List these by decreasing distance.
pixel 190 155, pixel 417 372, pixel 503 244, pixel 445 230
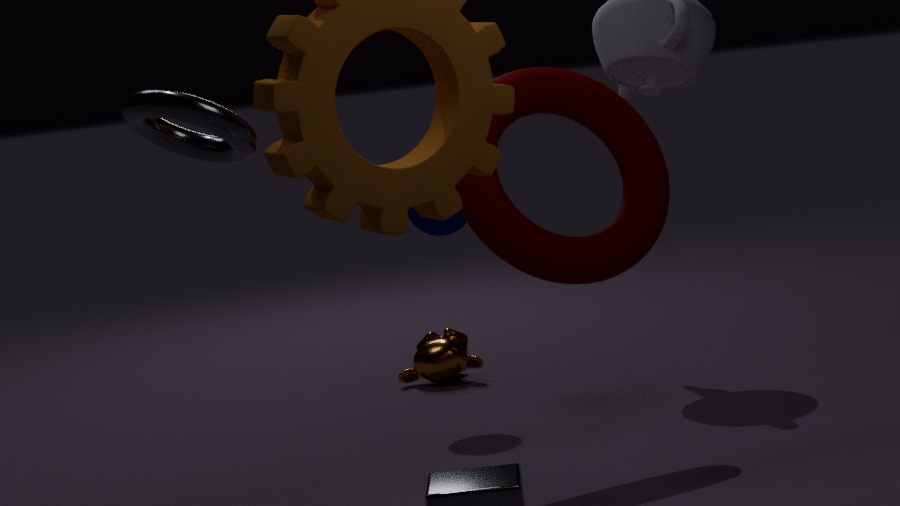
1. pixel 417 372
2. pixel 445 230
3. pixel 503 244
4. pixel 190 155
